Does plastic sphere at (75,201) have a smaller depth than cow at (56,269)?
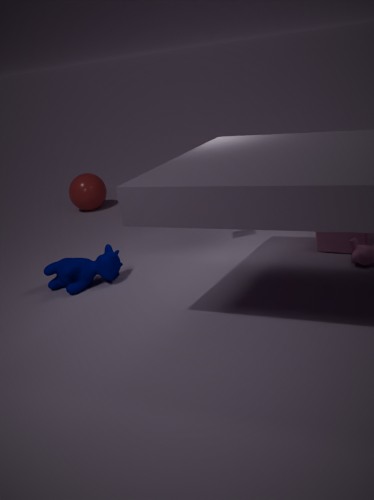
No
